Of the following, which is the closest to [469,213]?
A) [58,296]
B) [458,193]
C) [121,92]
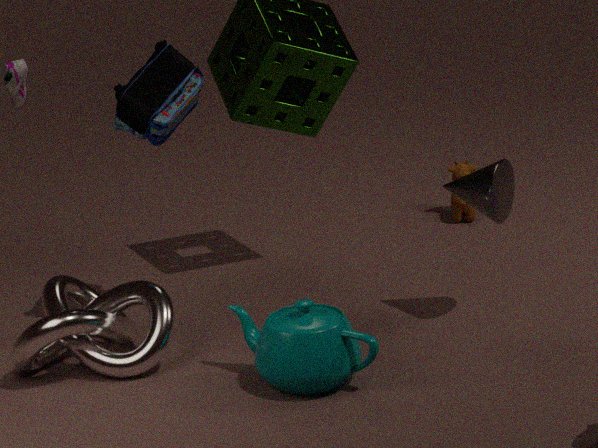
[458,193]
